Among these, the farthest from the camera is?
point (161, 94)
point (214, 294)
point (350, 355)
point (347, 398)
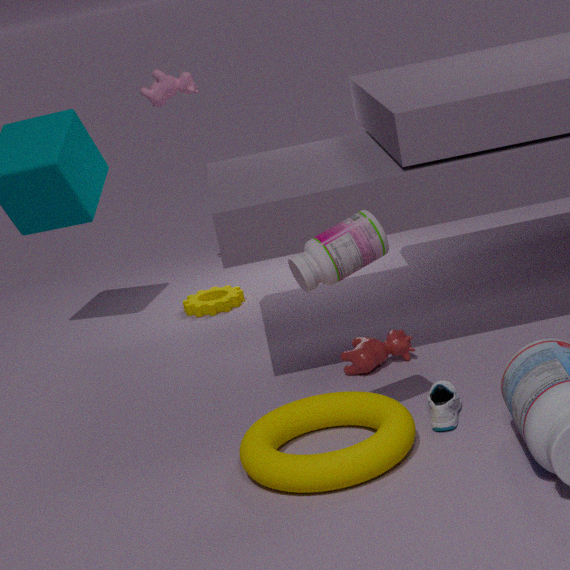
point (161, 94)
